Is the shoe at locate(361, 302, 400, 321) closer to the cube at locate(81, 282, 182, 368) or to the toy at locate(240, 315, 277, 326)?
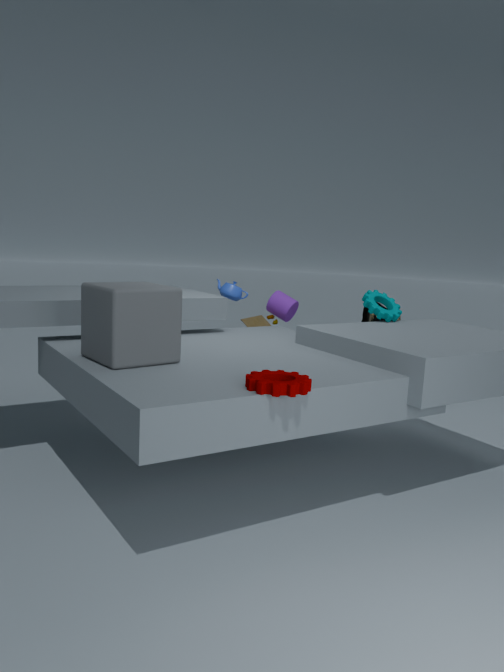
the toy at locate(240, 315, 277, 326)
